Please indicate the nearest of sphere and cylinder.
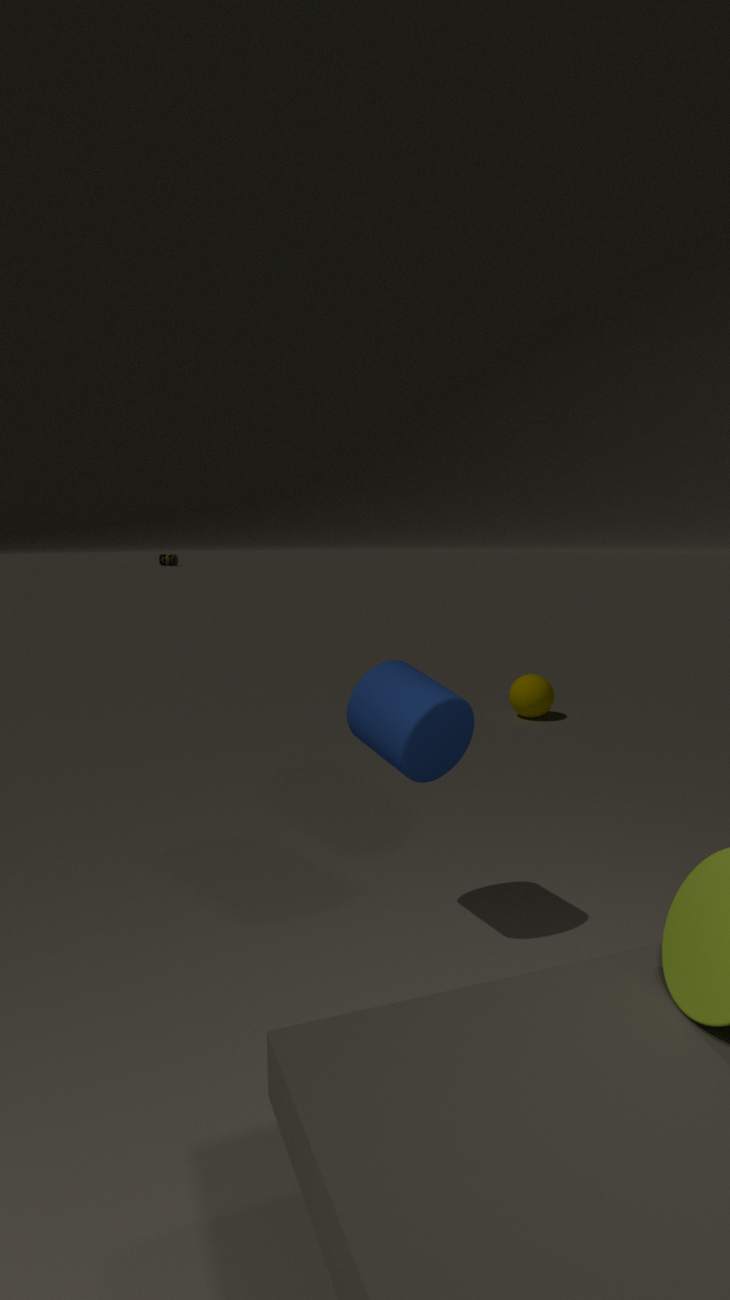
cylinder
